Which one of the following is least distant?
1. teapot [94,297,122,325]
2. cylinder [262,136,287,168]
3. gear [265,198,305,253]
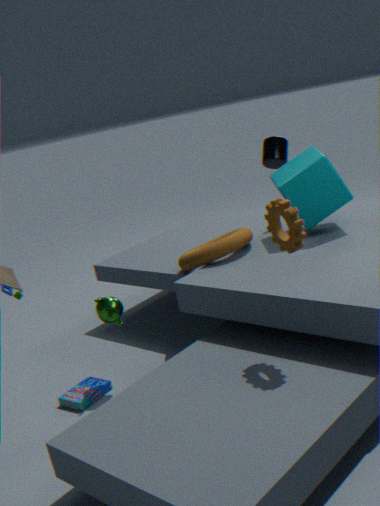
gear [265,198,305,253]
